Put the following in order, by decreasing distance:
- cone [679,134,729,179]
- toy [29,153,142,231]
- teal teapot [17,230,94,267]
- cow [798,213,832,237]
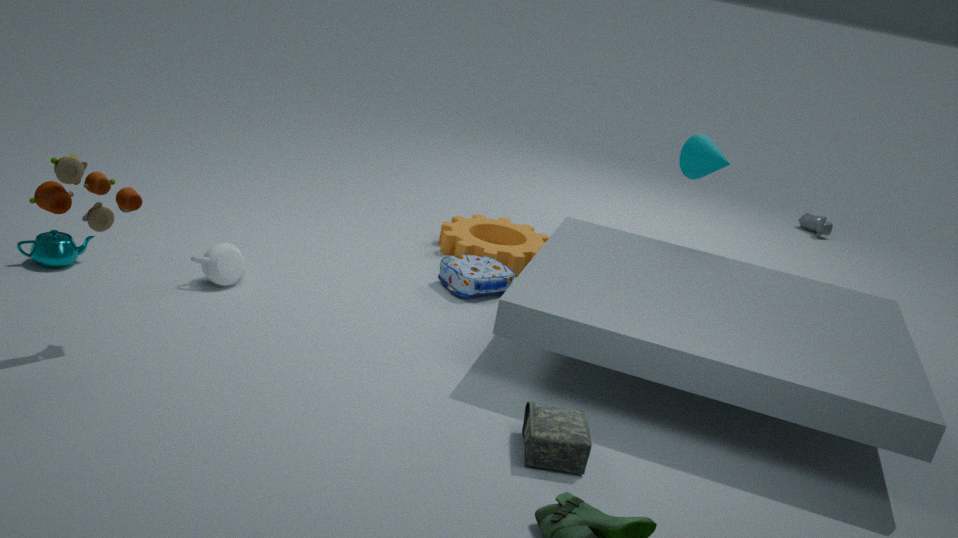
cow [798,213,832,237], cone [679,134,729,179], teal teapot [17,230,94,267], toy [29,153,142,231]
